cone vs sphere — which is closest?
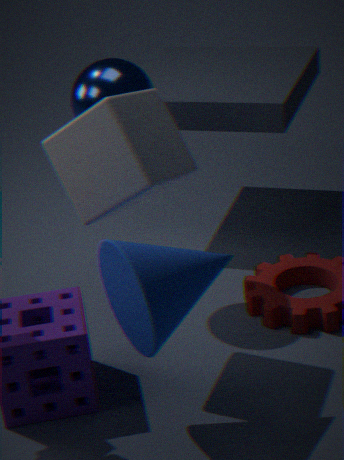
cone
